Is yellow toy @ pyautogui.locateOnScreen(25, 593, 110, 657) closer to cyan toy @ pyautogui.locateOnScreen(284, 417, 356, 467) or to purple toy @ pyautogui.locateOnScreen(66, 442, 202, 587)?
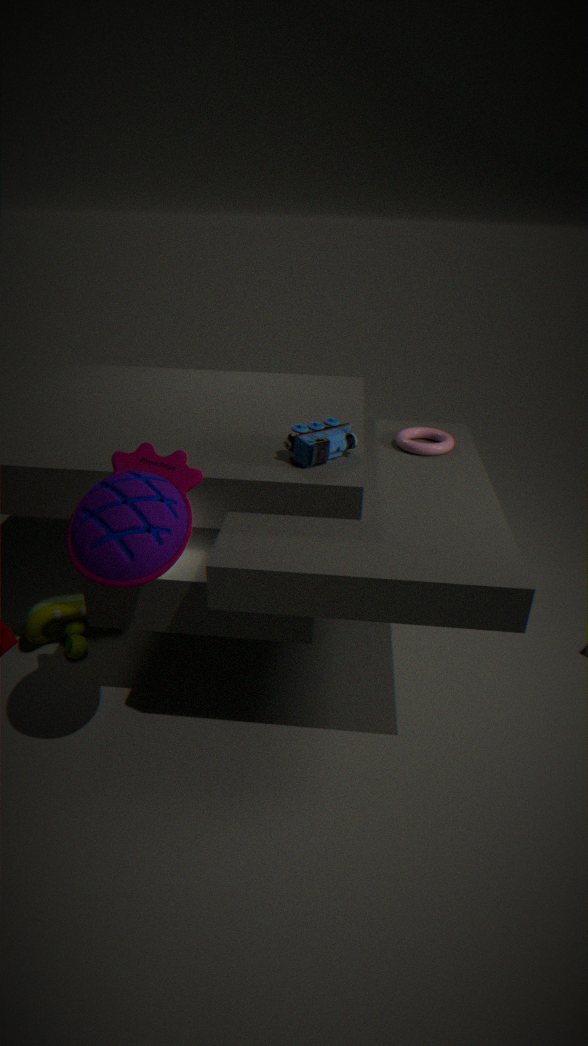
purple toy @ pyautogui.locateOnScreen(66, 442, 202, 587)
